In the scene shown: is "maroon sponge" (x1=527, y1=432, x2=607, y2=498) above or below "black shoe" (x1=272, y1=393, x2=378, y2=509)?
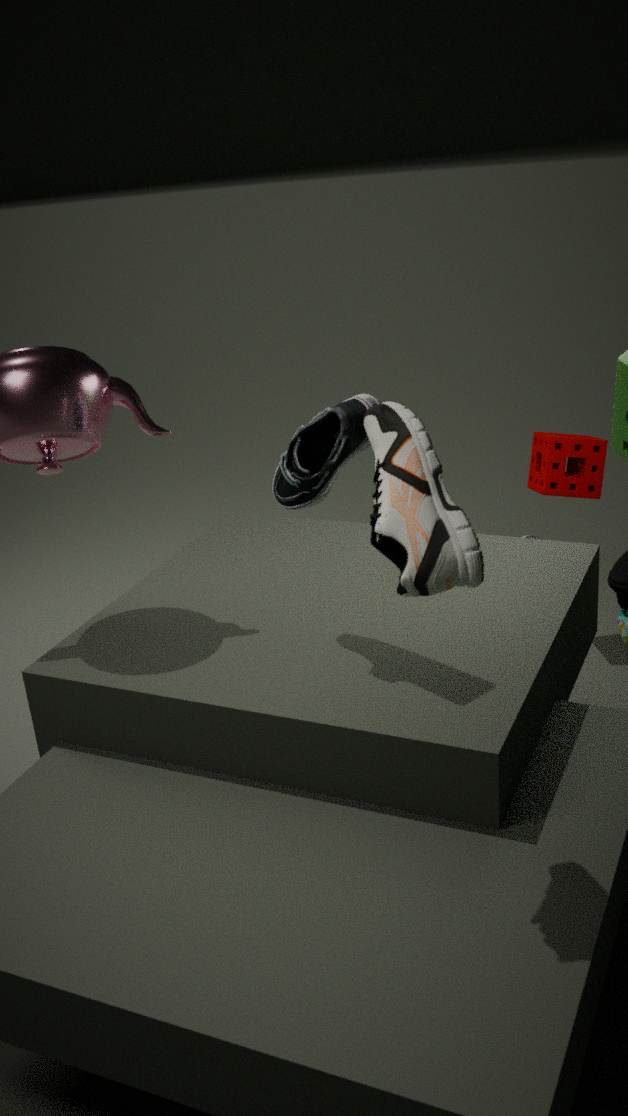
below
